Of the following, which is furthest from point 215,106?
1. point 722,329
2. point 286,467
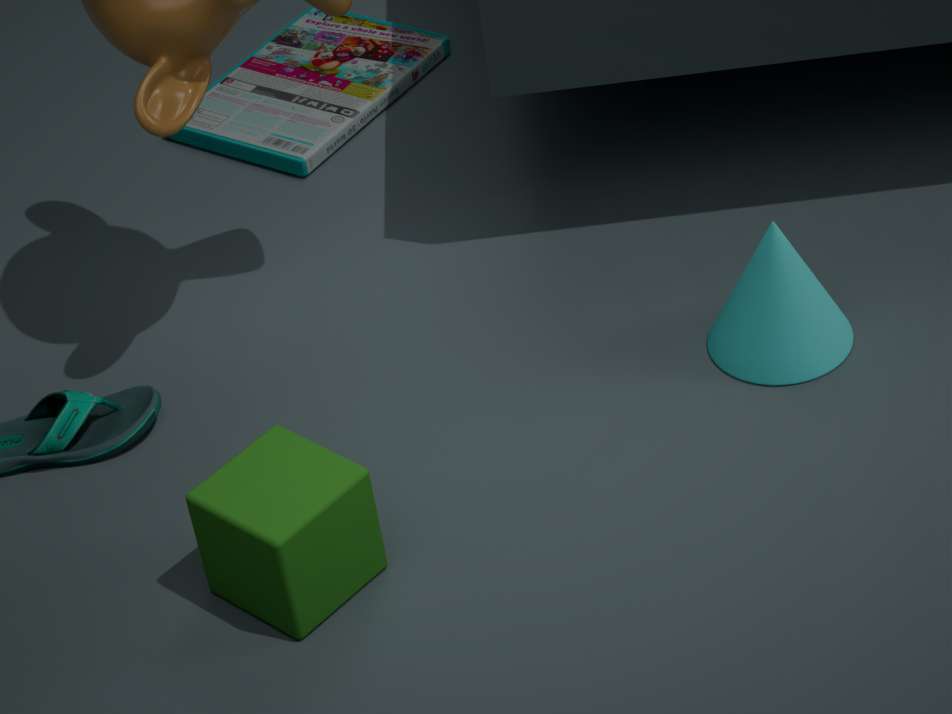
point 286,467
